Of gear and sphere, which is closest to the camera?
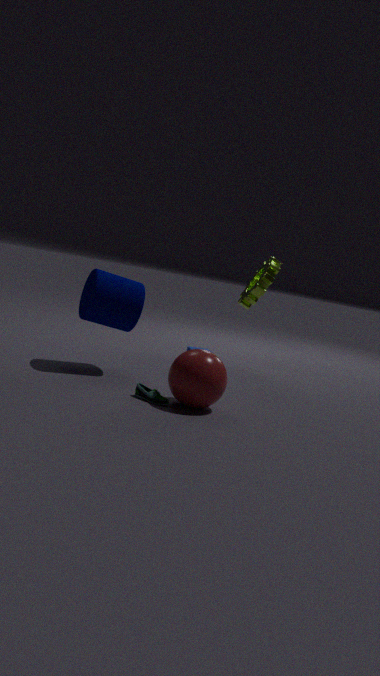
sphere
